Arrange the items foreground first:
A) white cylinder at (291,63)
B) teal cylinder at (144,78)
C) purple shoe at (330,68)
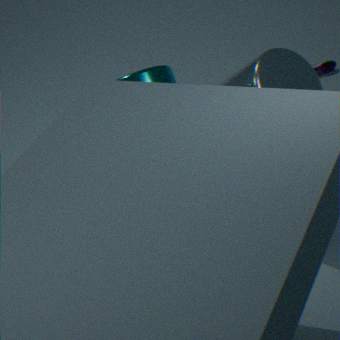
white cylinder at (291,63) → teal cylinder at (144,78) → purple shoe at (330,68)
